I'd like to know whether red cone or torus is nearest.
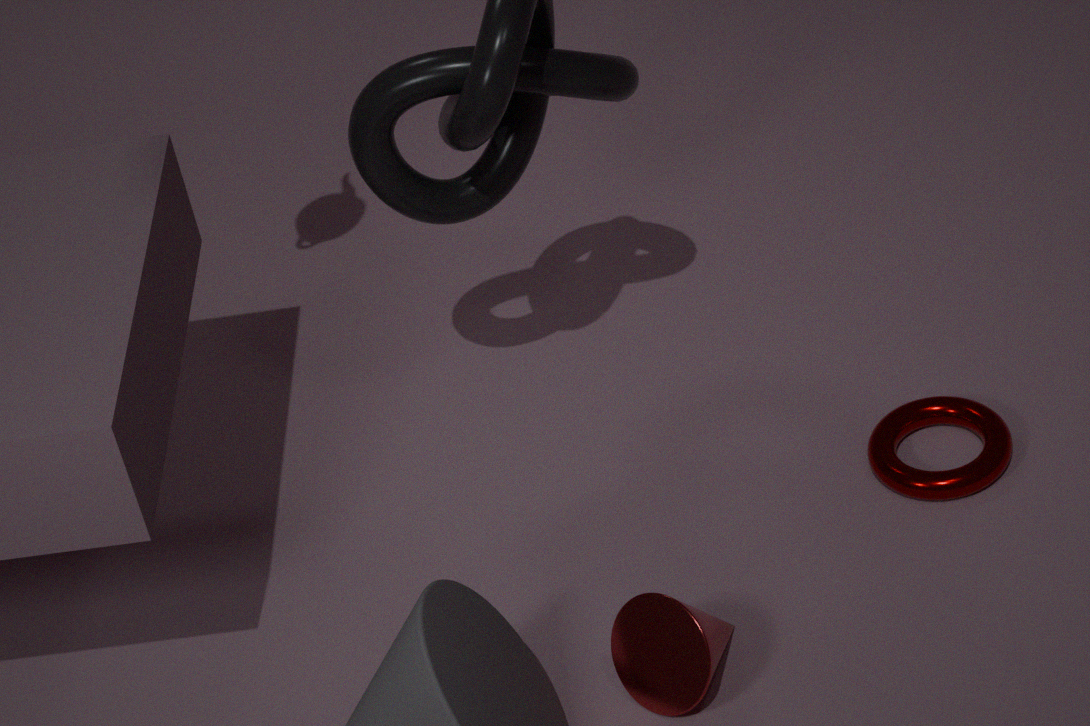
red cone
